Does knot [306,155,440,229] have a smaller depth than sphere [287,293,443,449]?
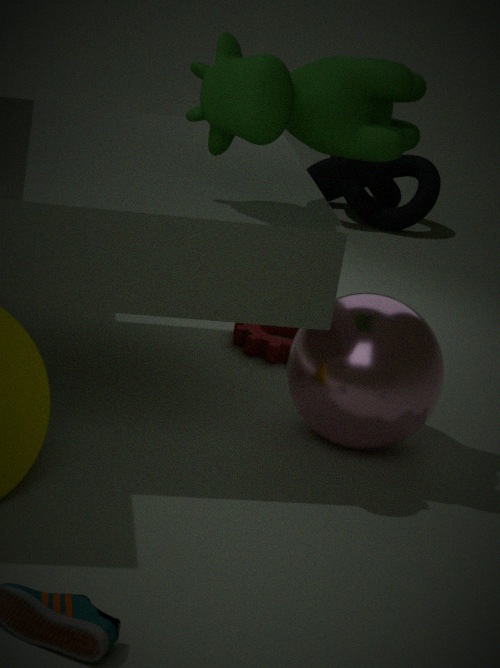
No
